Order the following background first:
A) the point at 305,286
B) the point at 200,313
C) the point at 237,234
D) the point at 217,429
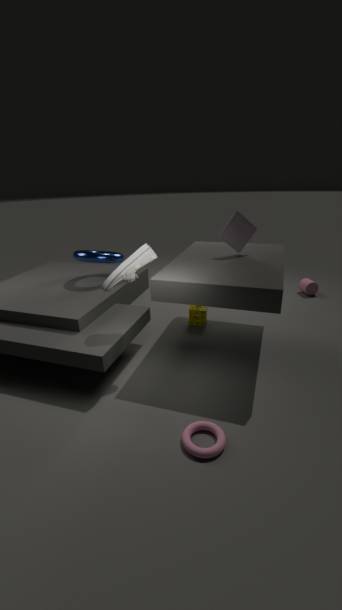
1. the point at 305,286
2. the point at 200,313
3. the point at 237,234
4. the point at 217,429
